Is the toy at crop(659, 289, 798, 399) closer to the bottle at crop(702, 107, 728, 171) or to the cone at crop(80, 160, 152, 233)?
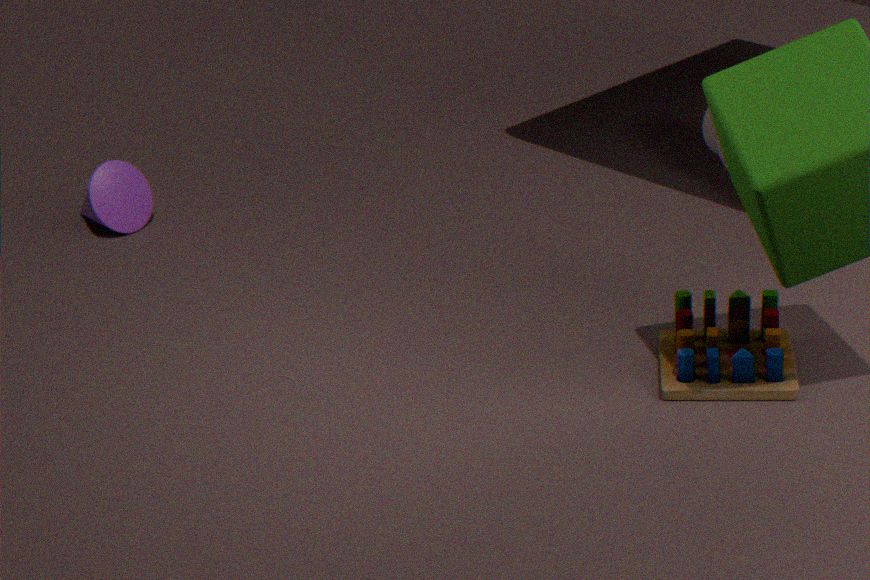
the bottle at crop(702, 107, 728, 171)
